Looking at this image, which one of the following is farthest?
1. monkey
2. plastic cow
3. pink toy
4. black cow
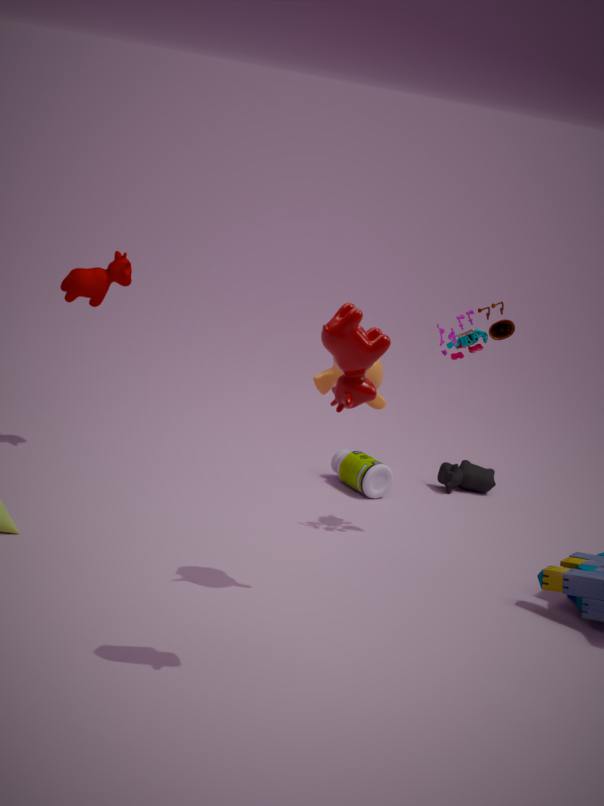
black cow
